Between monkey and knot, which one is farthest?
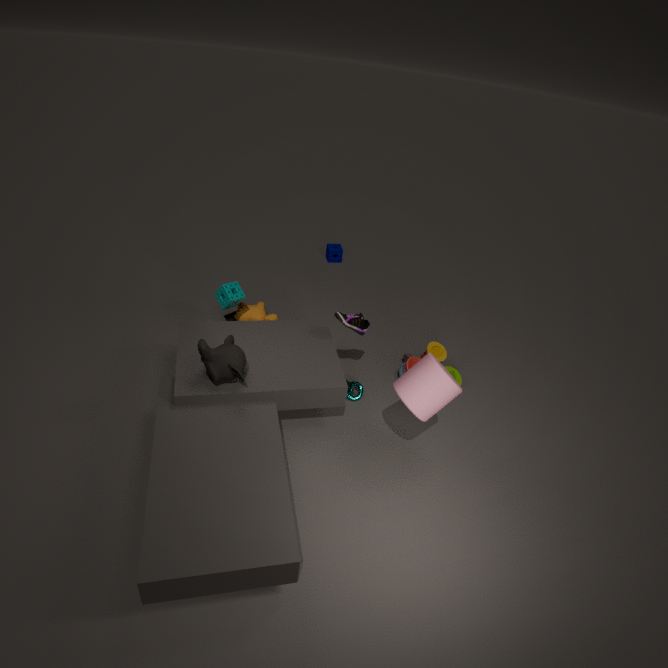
knot
